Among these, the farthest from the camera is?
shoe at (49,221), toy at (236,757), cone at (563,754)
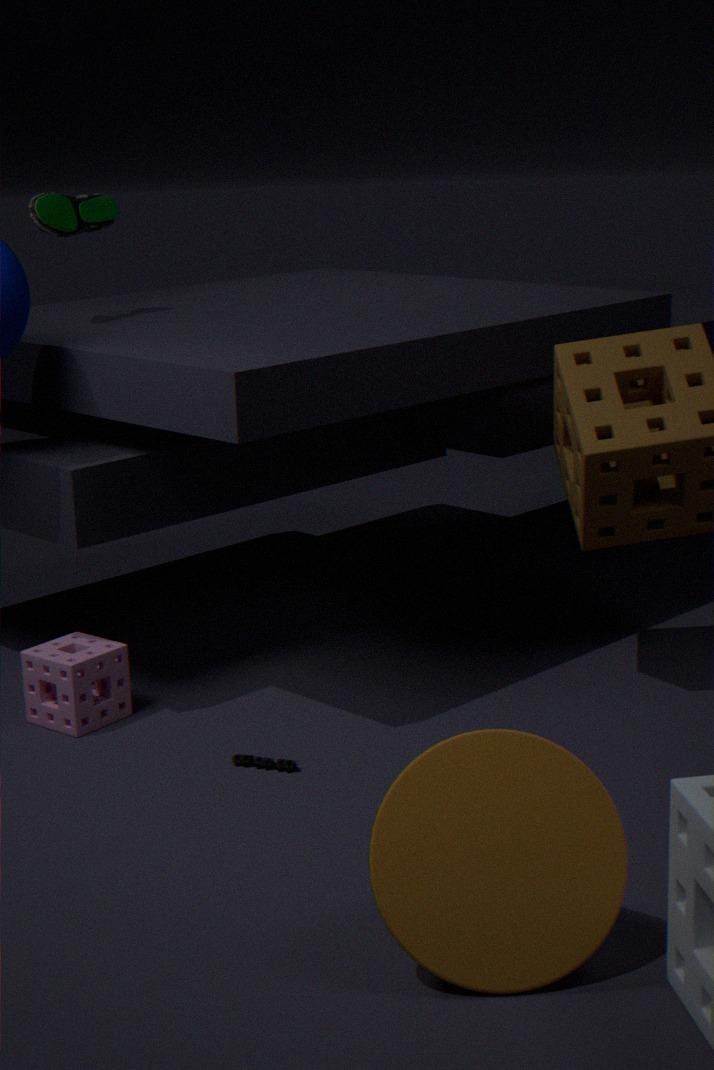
shoe at (49,221)
